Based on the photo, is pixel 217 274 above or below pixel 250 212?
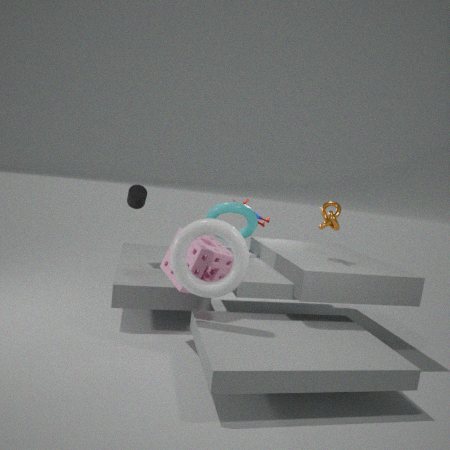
below
